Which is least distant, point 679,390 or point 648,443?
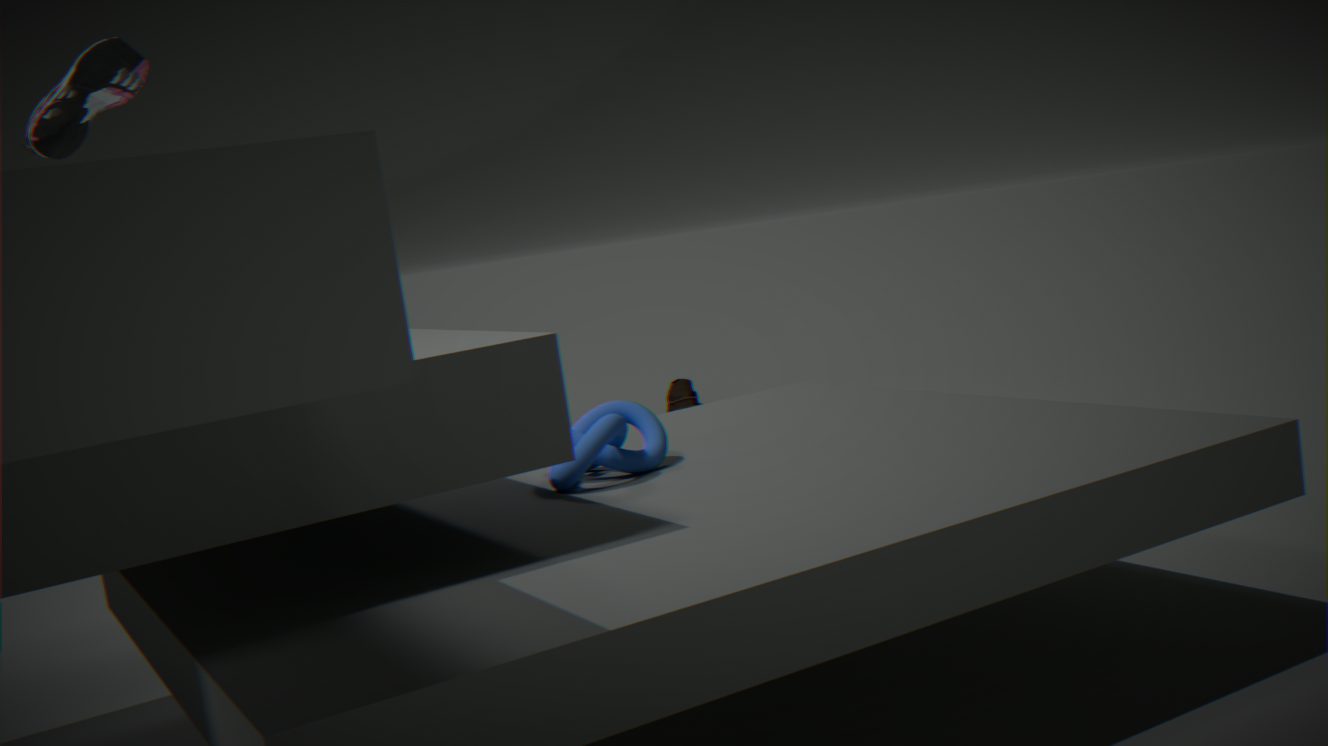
point 648,443
